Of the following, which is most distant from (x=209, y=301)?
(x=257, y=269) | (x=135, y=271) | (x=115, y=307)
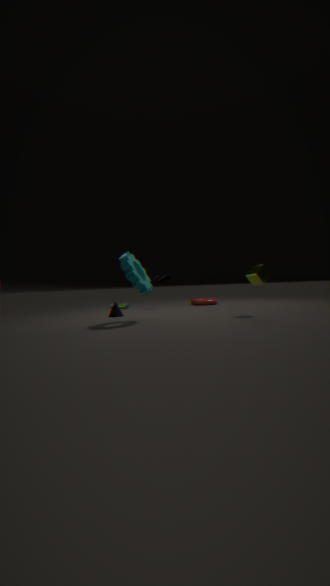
(x=135, y=271)
